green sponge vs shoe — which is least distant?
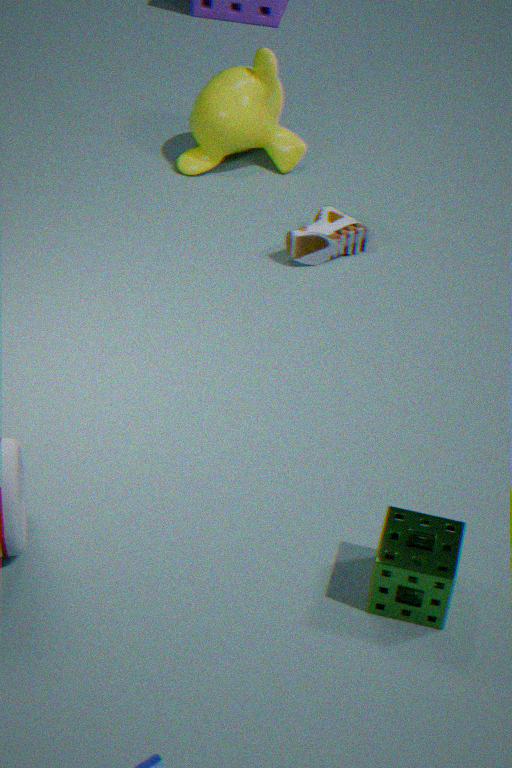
green sponge
